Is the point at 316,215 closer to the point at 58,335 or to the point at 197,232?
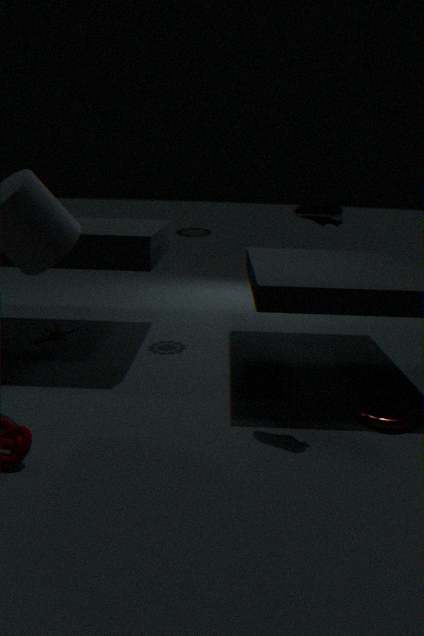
the point at 197,232
